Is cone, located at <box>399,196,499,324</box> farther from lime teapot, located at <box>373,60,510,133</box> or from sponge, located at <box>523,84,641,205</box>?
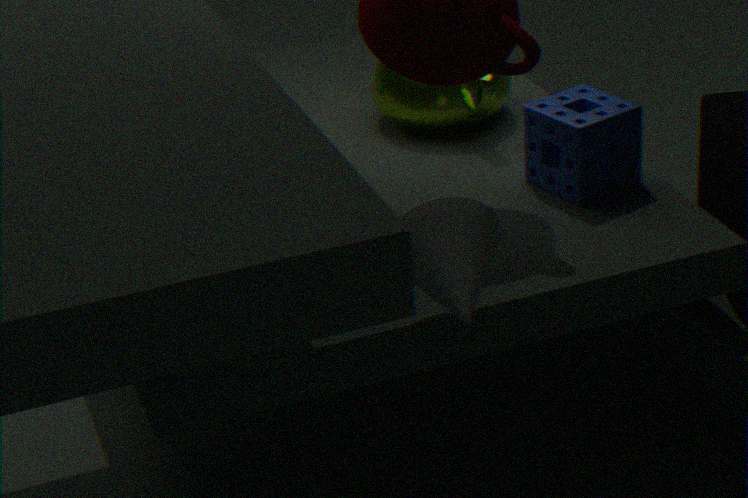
lime teapot, located at <box>373,60,510,133</box>
